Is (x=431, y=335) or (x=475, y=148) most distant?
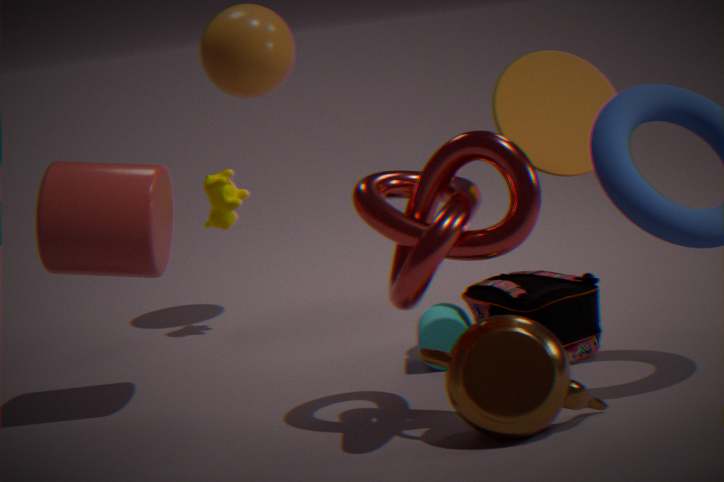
(x=431, y=335)
